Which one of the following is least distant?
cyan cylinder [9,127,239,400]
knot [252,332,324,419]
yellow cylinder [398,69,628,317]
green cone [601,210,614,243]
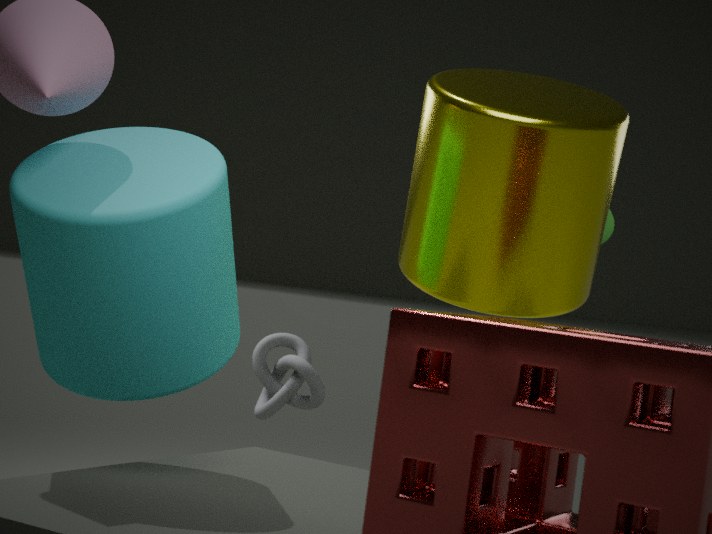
cyan cylinder [9,127,239,400]
